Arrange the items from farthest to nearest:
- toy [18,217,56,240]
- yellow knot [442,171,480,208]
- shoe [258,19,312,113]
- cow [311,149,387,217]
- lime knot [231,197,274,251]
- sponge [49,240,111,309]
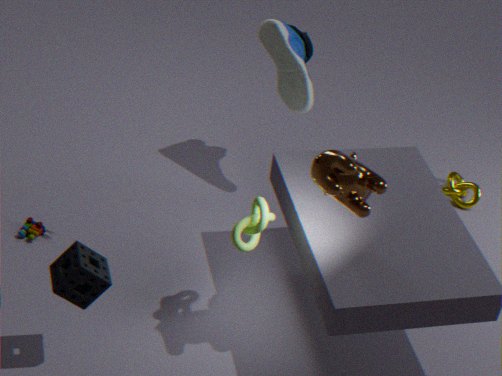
yellow knot [442,171,480,208] < shoe [258,19,312,113] < toy [18,217,56,240] < lime knot [231,197,274,251] < sponge [49,240,111,309] < cow [311,149,387,217]
